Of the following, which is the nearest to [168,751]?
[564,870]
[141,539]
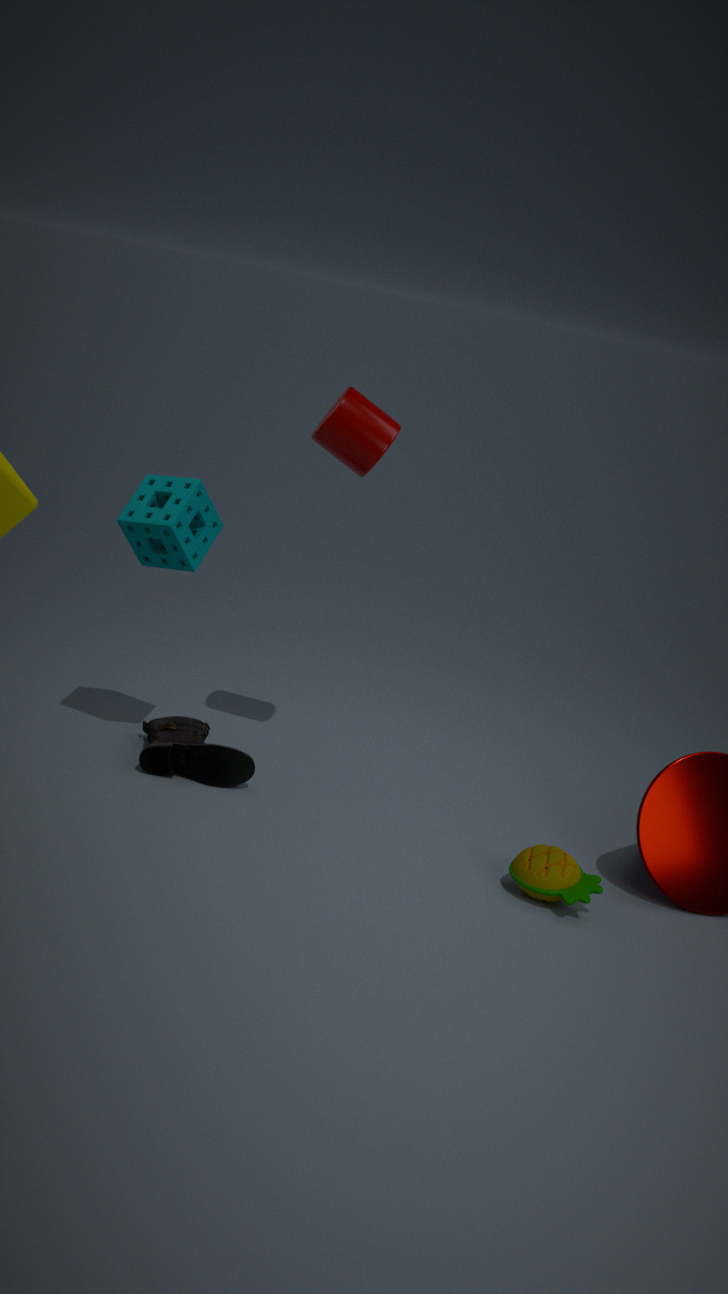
[141,539]
